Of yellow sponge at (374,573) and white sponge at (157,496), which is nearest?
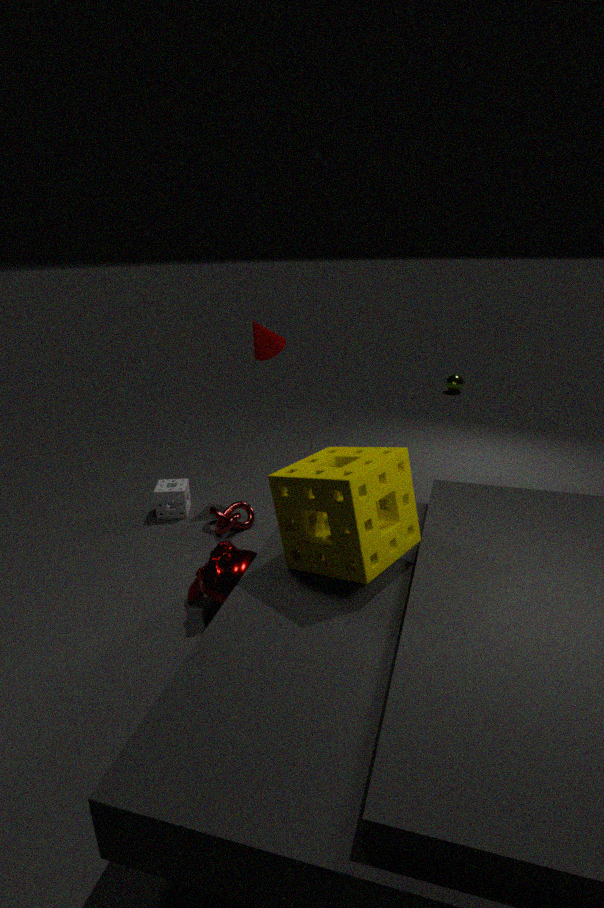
yellow sponge at (374,573)
